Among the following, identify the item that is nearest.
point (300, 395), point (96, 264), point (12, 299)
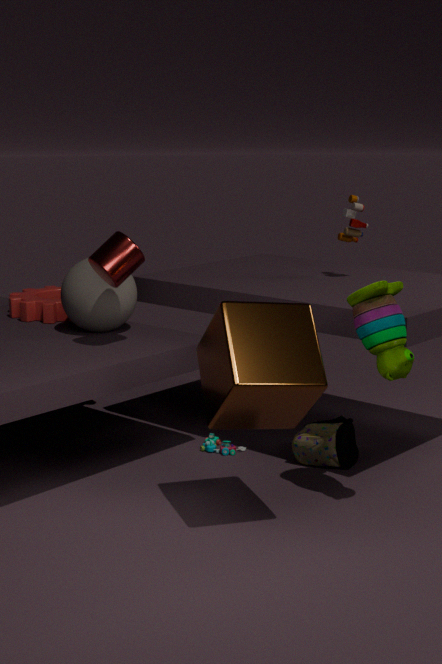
point (300, 395)
